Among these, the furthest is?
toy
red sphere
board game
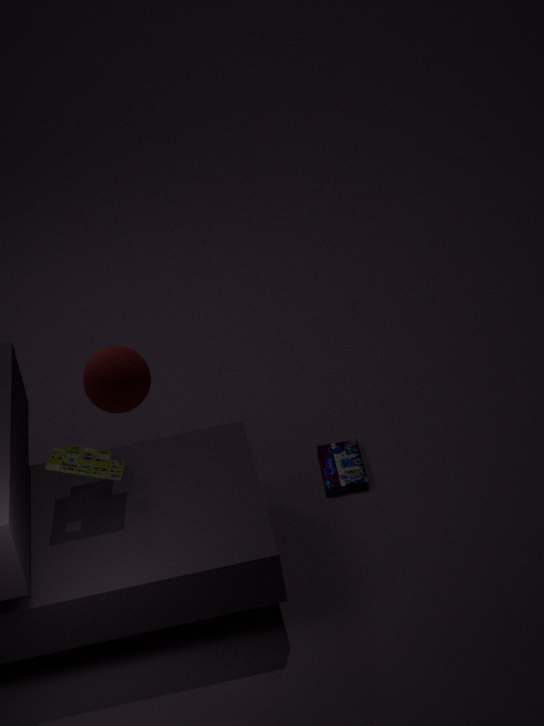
board game
